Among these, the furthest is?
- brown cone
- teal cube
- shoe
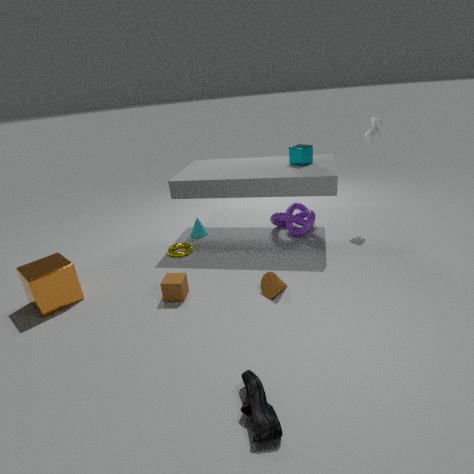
teal cube
